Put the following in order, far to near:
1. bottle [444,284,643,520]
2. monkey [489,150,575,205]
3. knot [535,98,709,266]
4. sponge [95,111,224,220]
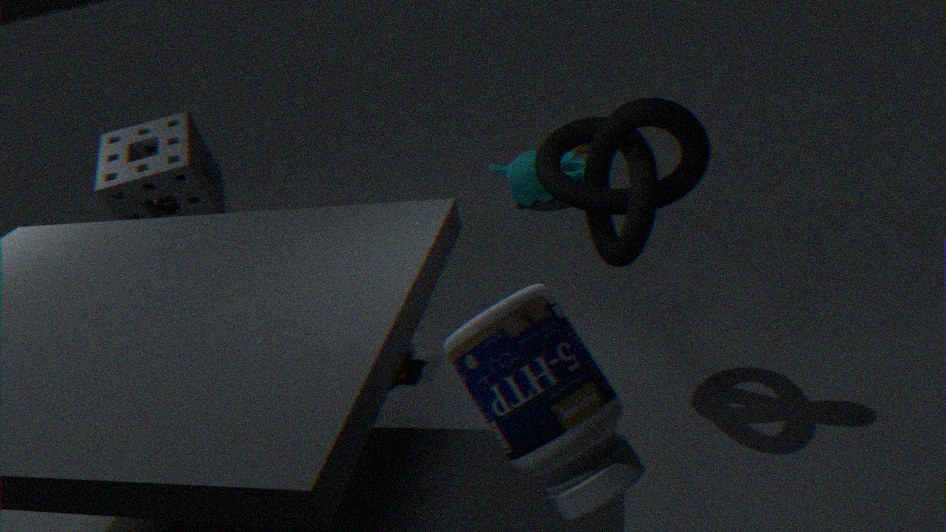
1. monkey [489,150,575,205]
2. sponge [95,111,224,220]
3. knot [535,98,709,266]
4. bottle [444,284,643,520]
